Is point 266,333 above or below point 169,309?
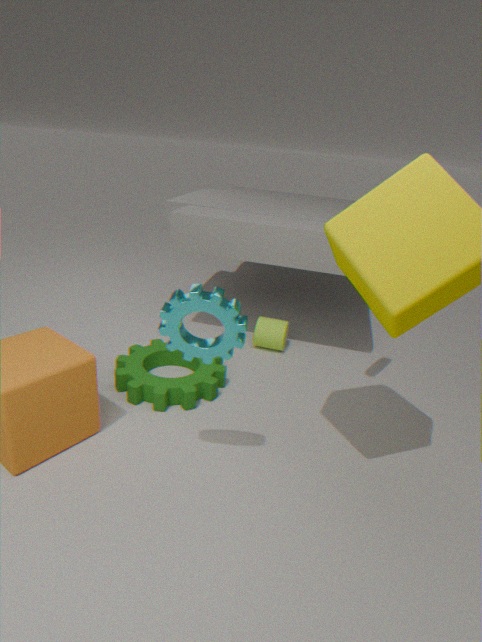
below
